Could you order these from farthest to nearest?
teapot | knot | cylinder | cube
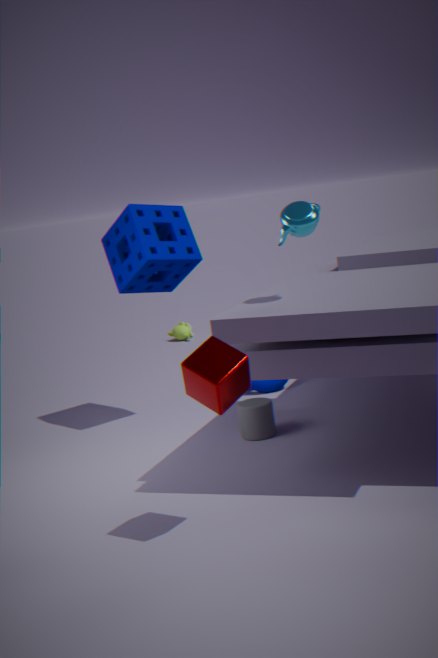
knot, cylinder, teapot, cube
